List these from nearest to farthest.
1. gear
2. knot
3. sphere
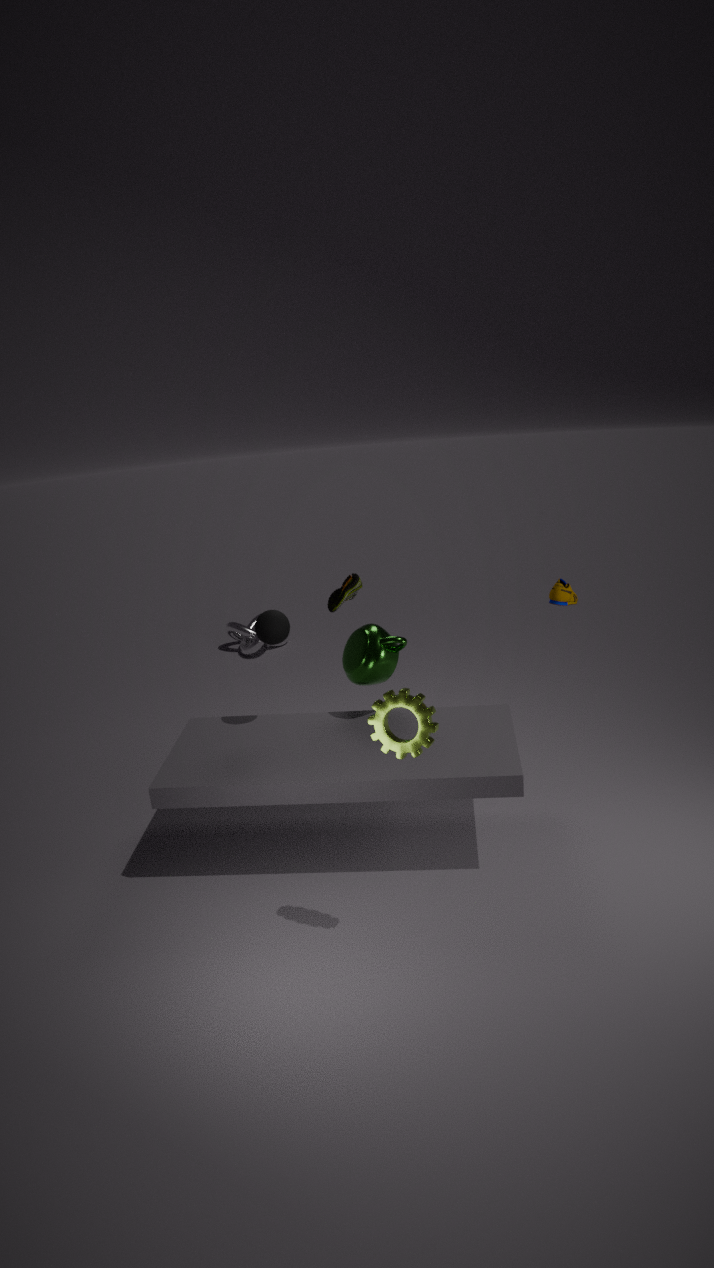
gear
sphere
knot
